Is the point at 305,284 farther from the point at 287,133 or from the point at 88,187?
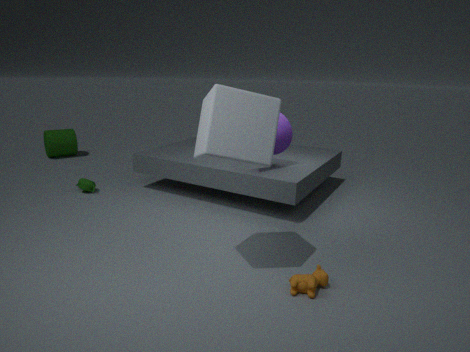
the point at 88,187
